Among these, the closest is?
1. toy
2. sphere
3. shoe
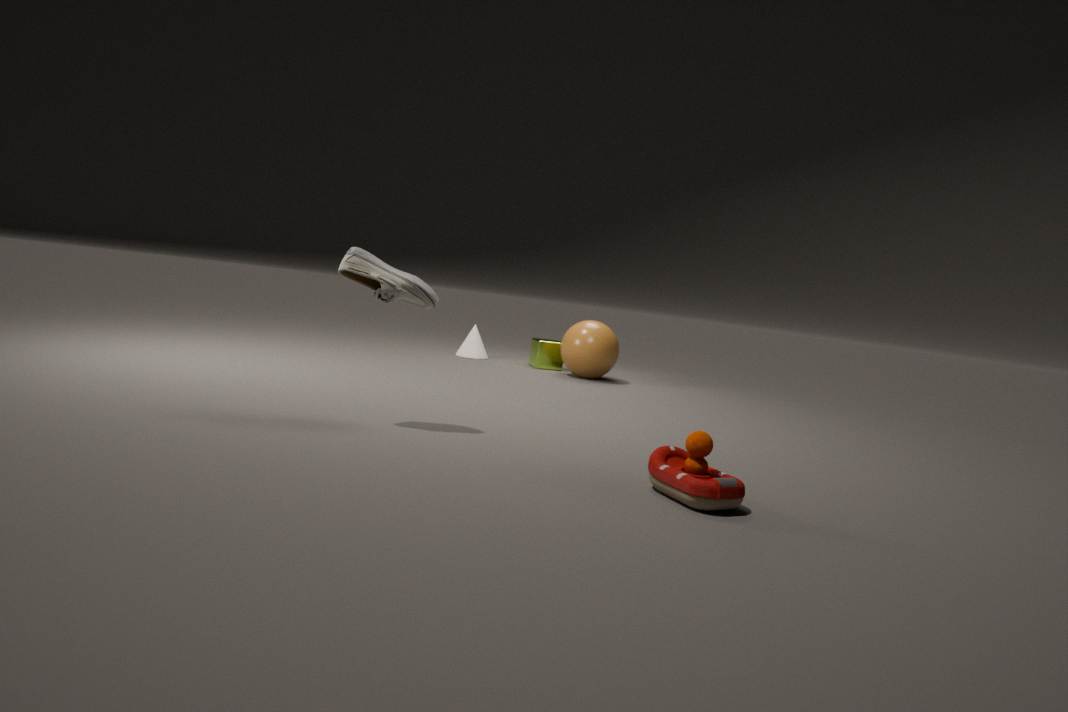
toy
